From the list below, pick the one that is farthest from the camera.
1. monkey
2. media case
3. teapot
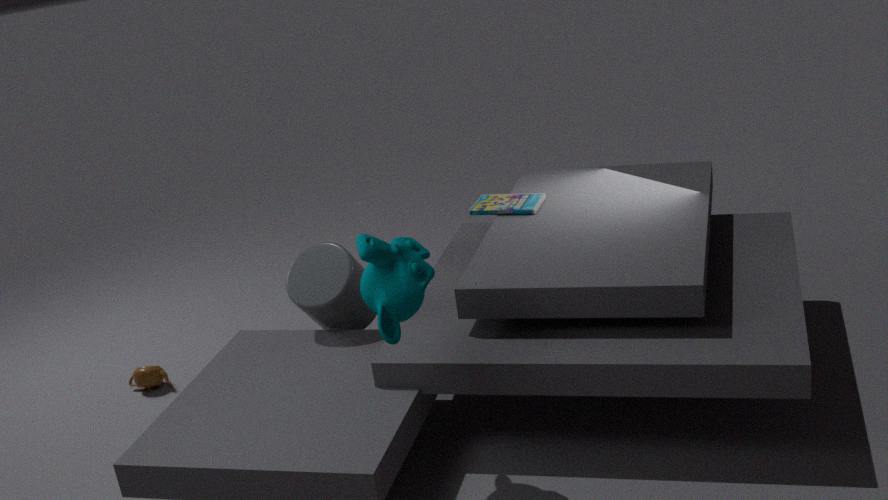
teapot
